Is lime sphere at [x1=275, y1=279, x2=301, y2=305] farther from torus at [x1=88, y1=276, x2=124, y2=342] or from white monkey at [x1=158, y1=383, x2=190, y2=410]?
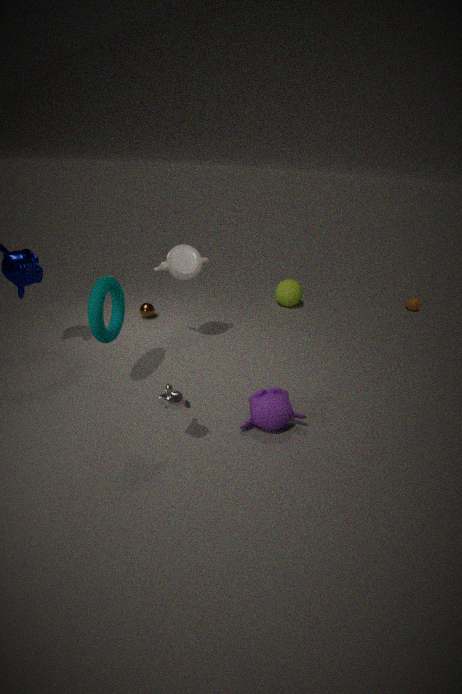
white monkey at [x1=158, y1=383, x2=190, y2=410]
